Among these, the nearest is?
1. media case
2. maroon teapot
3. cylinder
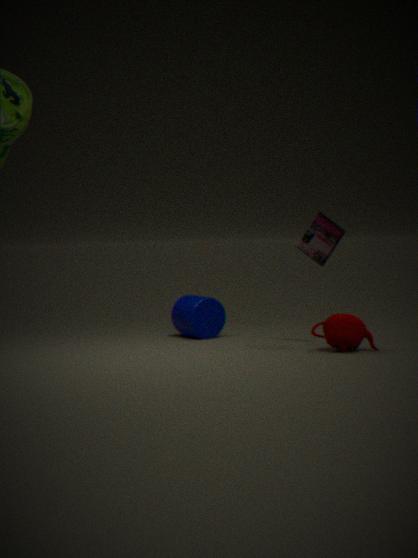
maroon teapot
